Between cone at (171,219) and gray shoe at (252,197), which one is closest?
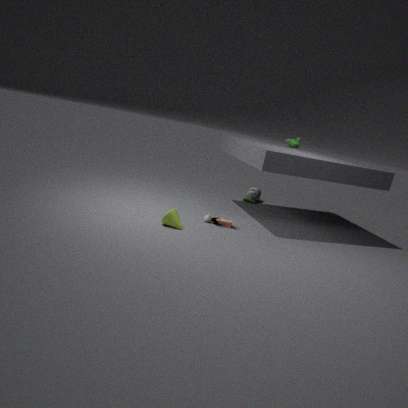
cone at (171,219)
